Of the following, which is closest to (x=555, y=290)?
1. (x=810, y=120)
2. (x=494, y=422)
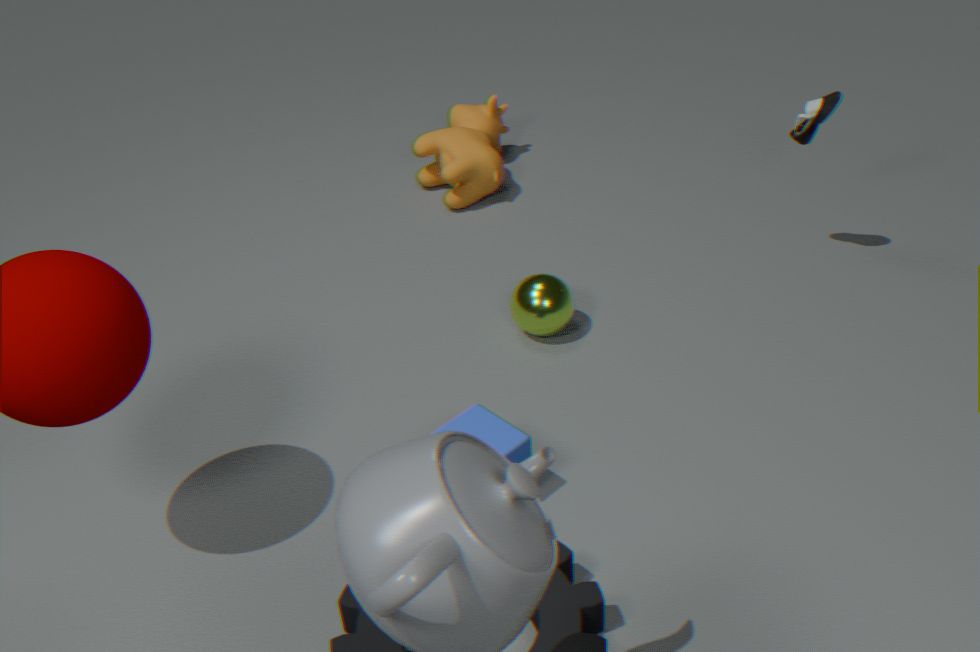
(x=494, y=422)
